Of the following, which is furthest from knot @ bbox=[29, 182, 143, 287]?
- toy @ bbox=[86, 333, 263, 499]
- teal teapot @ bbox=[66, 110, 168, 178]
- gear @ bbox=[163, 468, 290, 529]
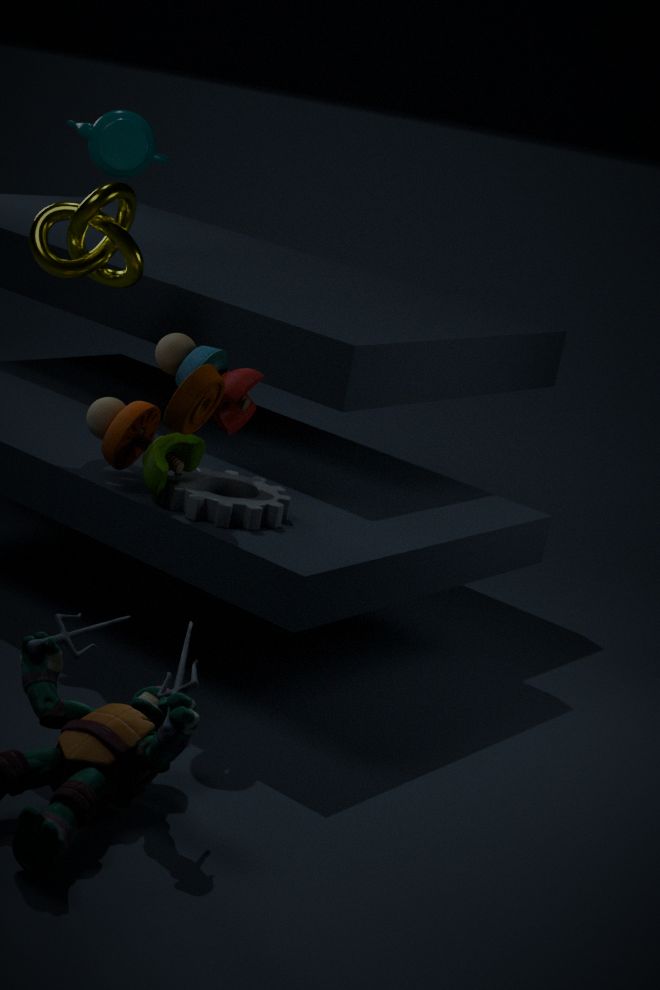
gear @ bbox=[163, 468, 290, 529]
